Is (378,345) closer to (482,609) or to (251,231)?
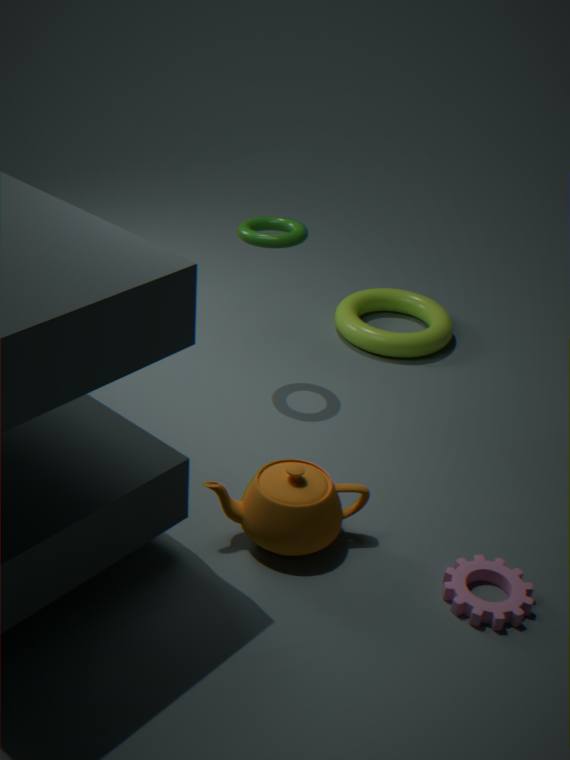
(251,231)
